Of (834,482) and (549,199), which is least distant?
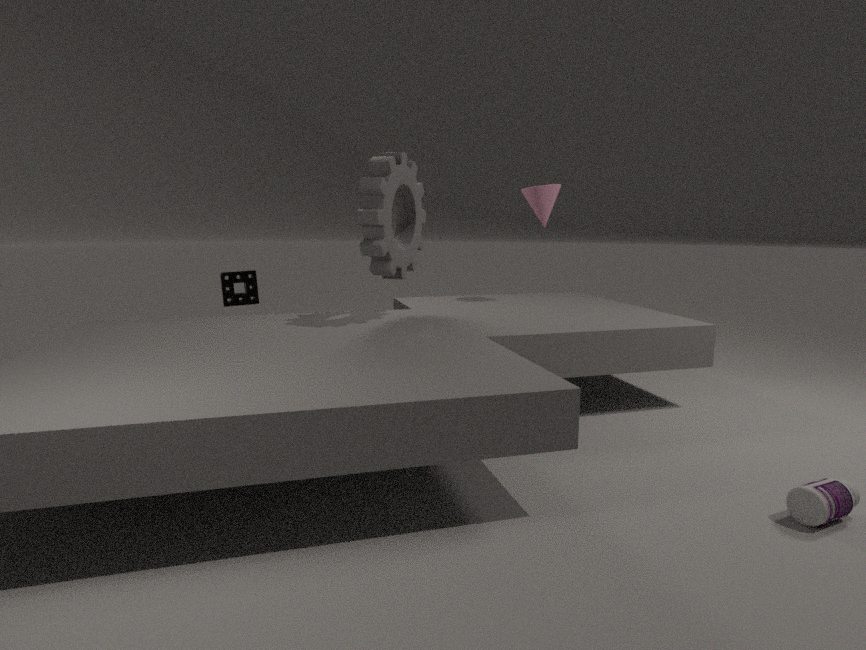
(834,482)
